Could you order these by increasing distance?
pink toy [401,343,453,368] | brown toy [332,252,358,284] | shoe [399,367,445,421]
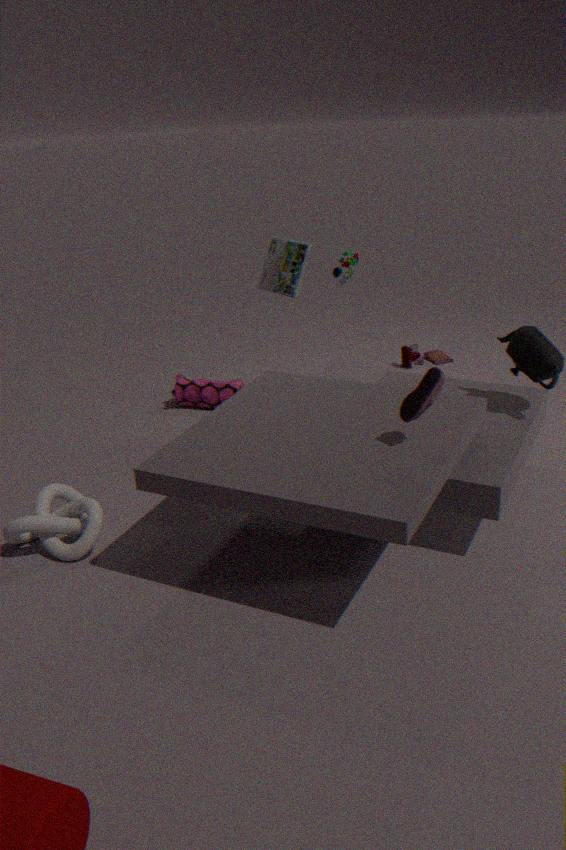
1. shoe [399,367,445,421]
2. brown toy [332,252,358,284]
3. pink toy [401,343,453,368]
